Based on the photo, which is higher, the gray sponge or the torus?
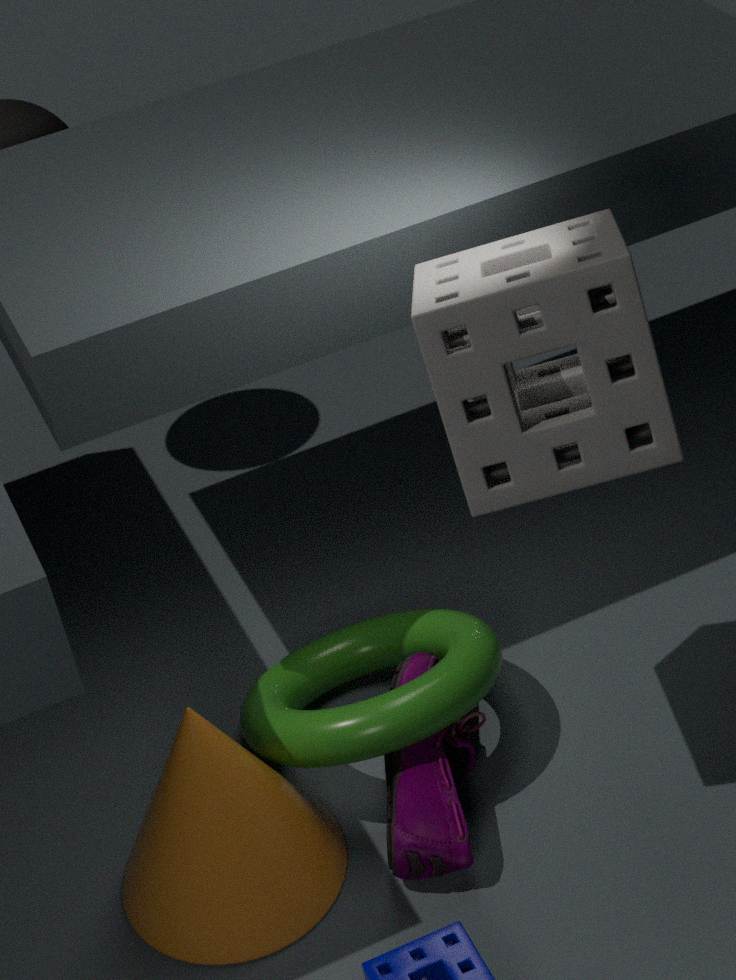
the gray sponge
